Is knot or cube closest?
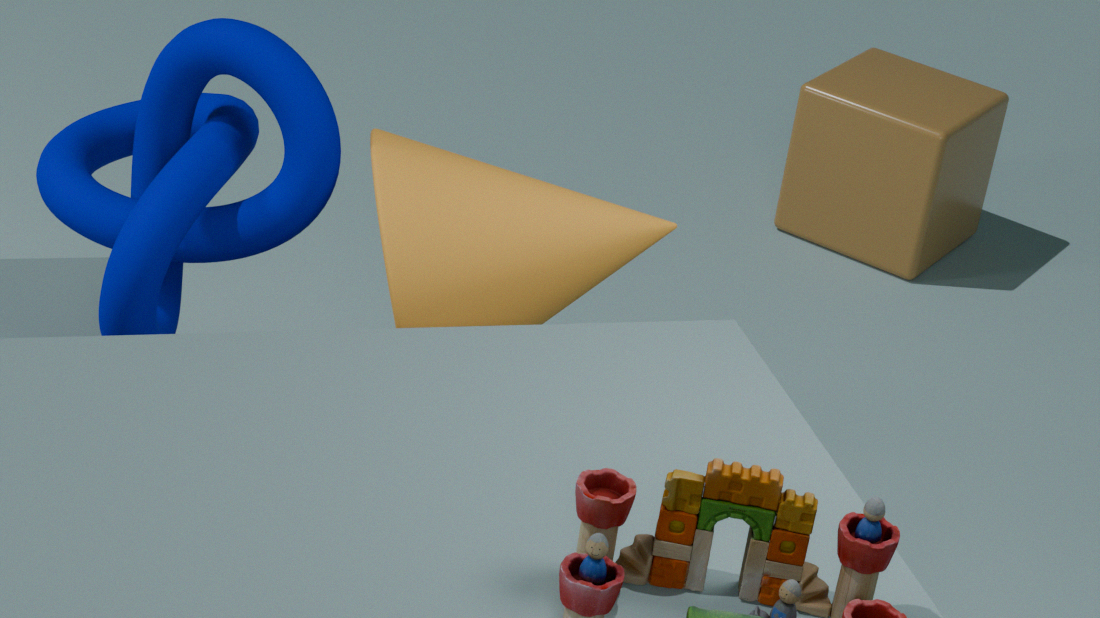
knot
